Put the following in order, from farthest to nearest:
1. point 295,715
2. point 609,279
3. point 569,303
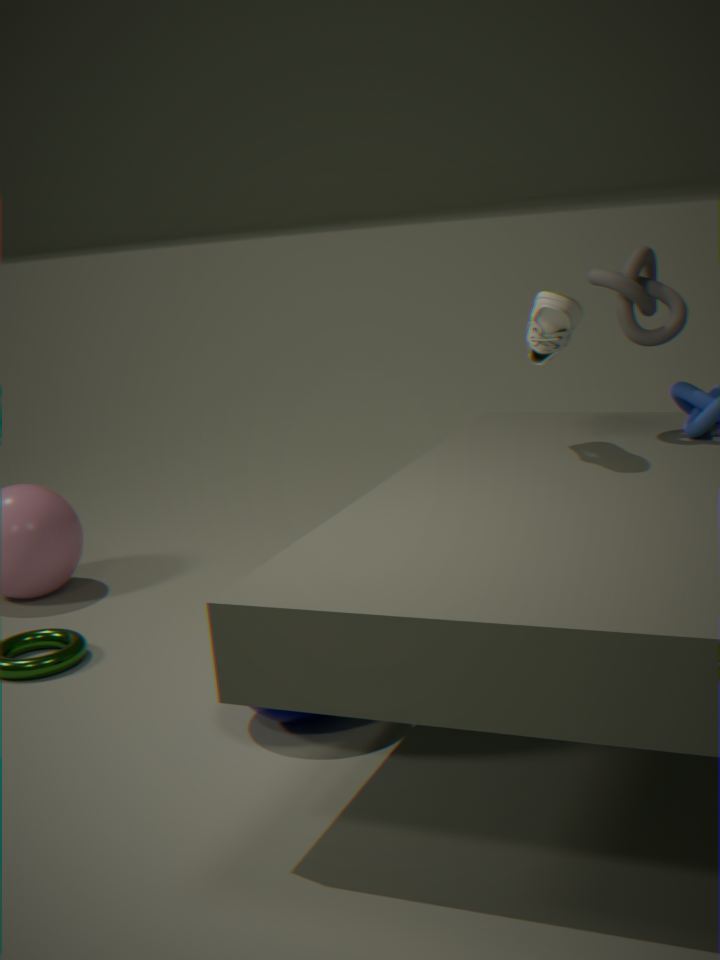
point 609,279
point 569,303
point 295,715
